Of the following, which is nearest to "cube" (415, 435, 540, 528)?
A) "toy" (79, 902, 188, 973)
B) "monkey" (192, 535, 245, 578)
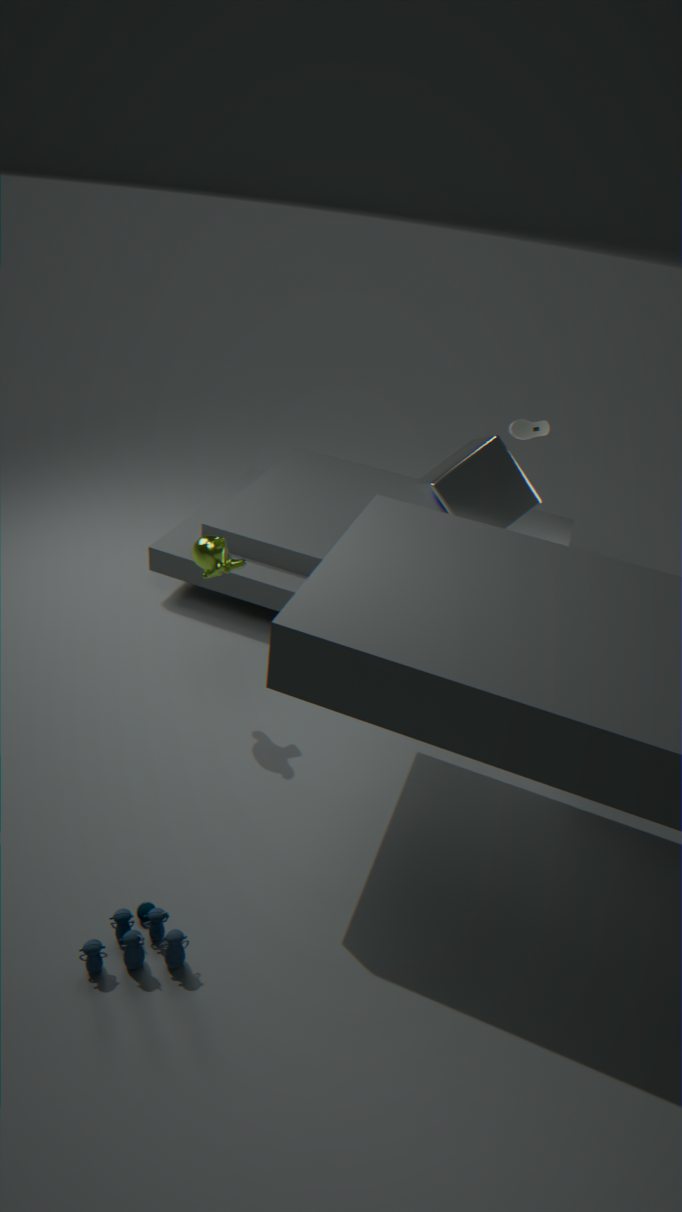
"monkey" (192, 535, 245, 578)
